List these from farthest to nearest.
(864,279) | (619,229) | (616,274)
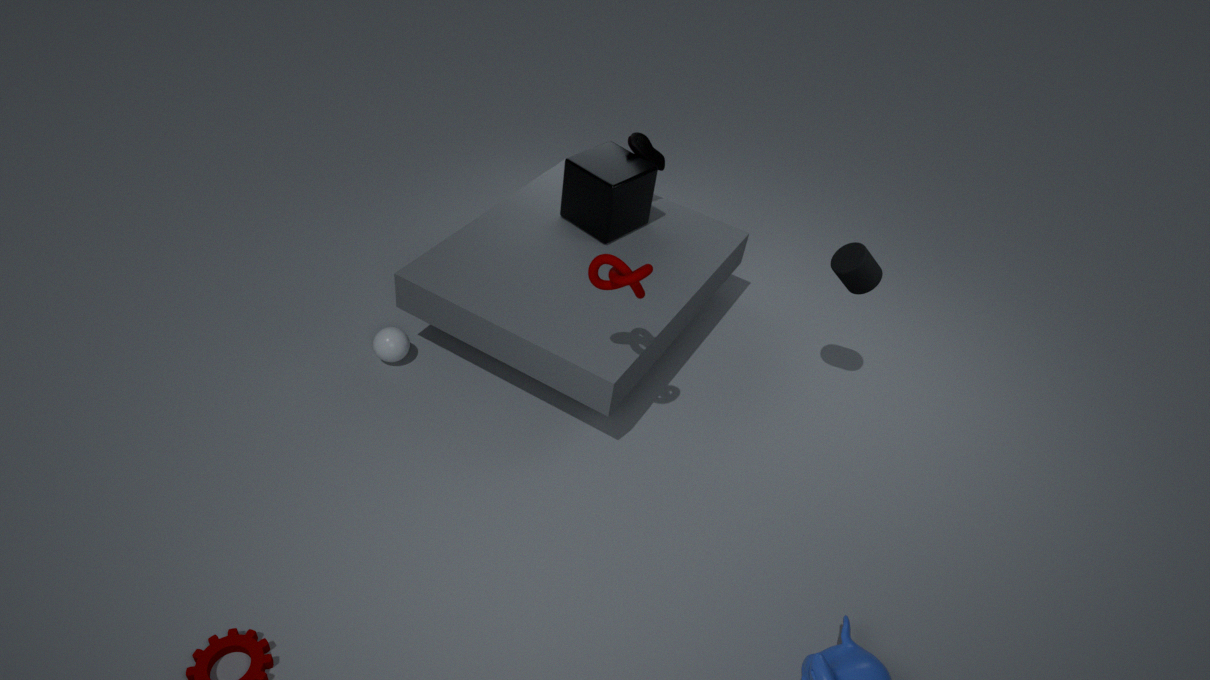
(619,229) → (864,279) → (616,274)
